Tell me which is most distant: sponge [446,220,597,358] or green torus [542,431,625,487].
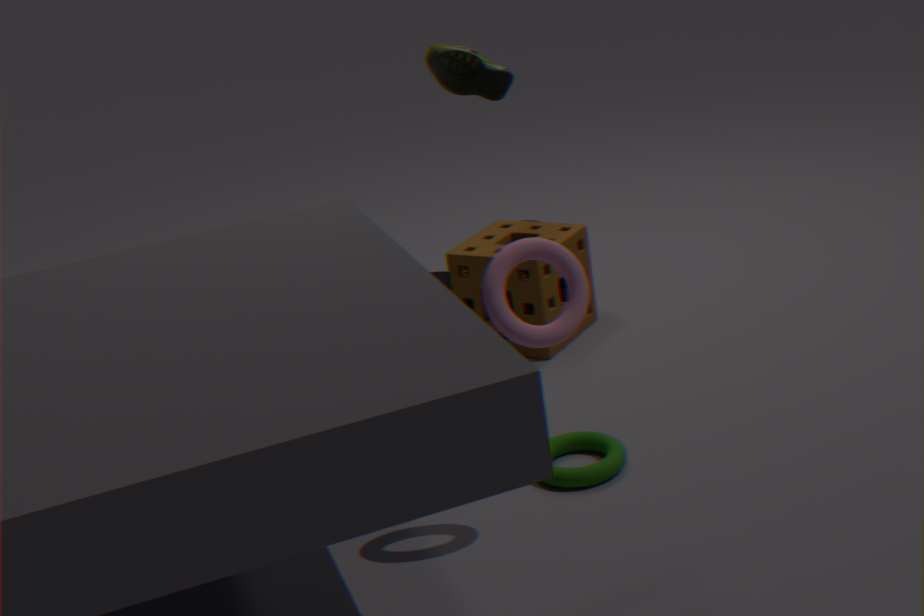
sponge [446,220,597,358]
